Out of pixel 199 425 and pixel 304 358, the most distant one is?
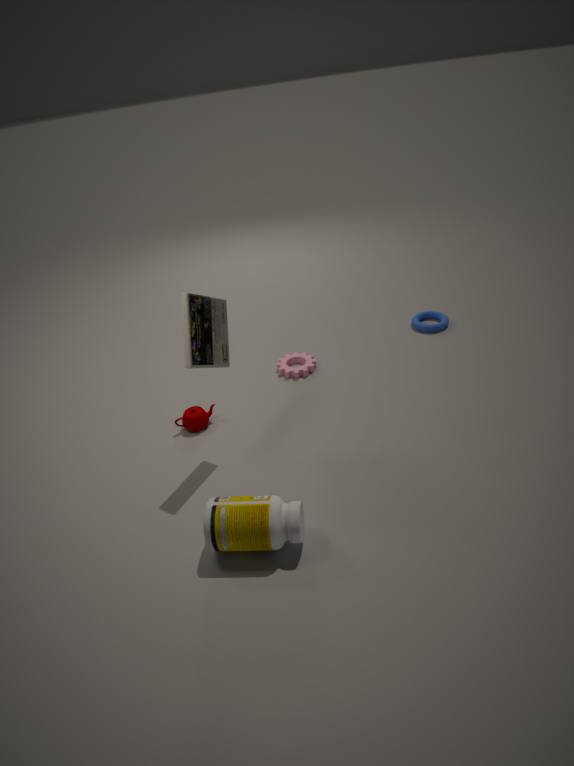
pixel 304 358
